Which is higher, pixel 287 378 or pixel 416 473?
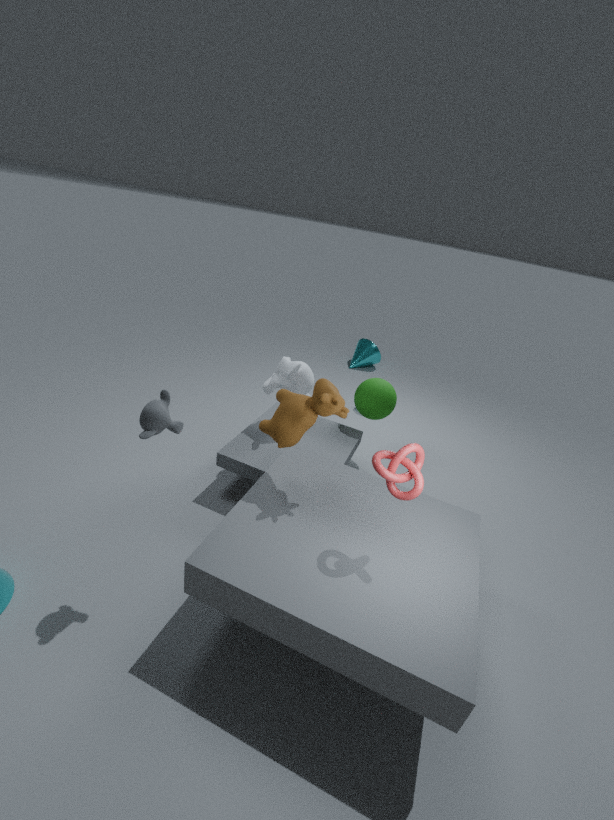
pixel 416 473
